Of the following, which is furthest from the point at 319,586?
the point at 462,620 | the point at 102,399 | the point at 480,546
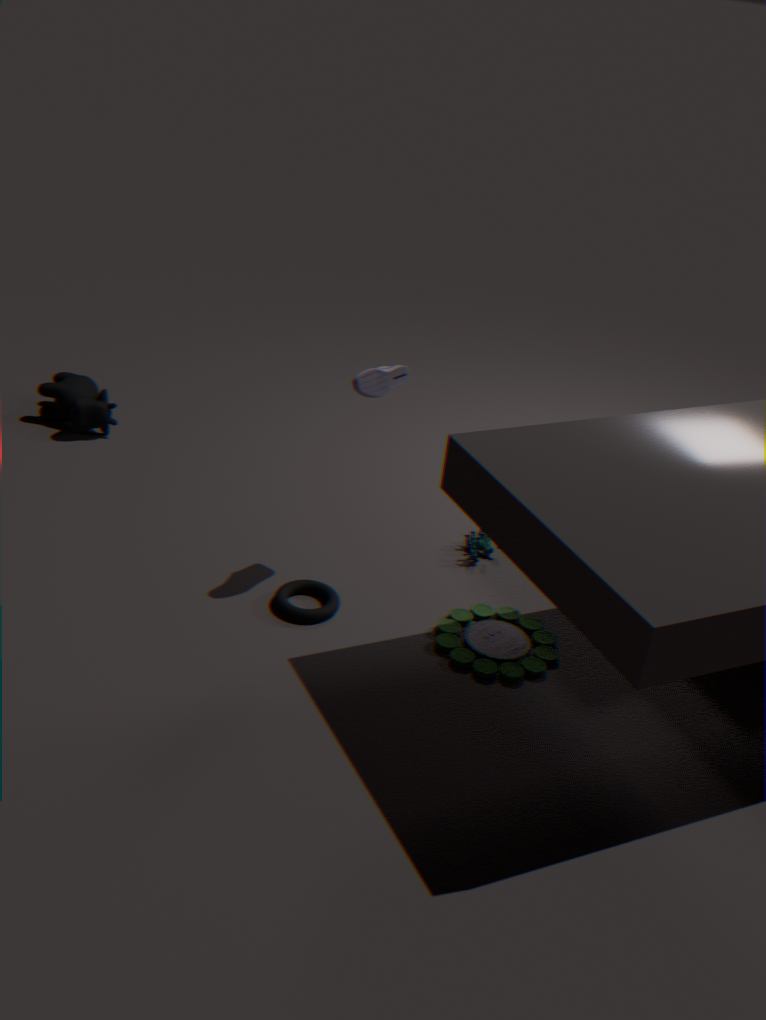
the point at 102,399
